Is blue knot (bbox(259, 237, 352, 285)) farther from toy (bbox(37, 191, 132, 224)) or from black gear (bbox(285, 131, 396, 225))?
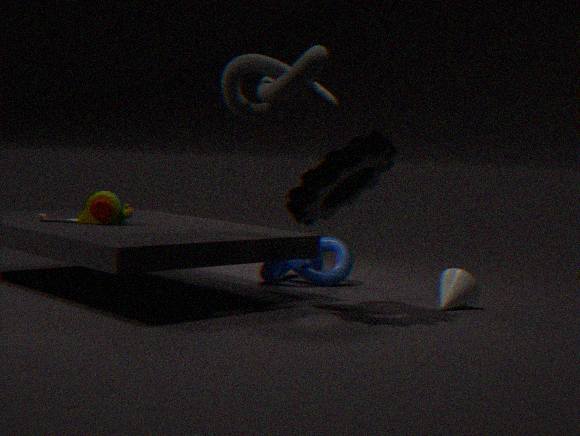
toy (bbox(37, 191, 132, 224))
